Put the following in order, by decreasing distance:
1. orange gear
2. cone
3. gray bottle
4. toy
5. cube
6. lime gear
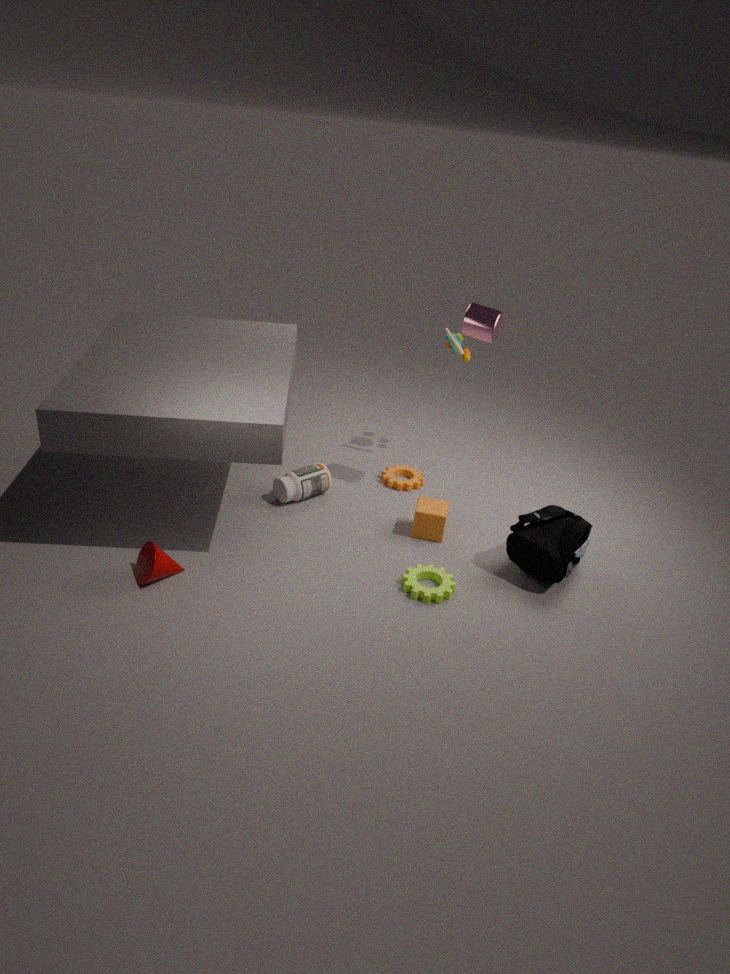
orange gear
toy
gray bottle
cube
lime gear
cone
